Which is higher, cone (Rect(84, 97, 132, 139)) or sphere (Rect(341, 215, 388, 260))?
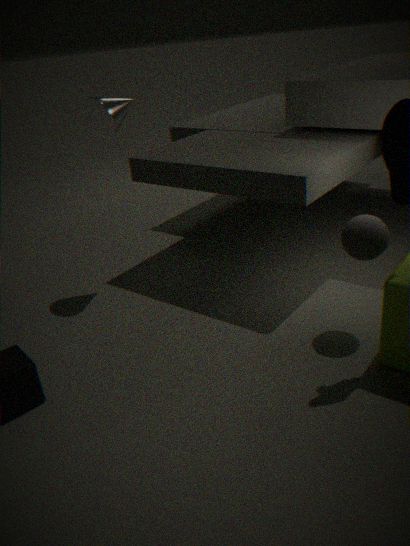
cone (Rect(84, 97, 132, 139))
